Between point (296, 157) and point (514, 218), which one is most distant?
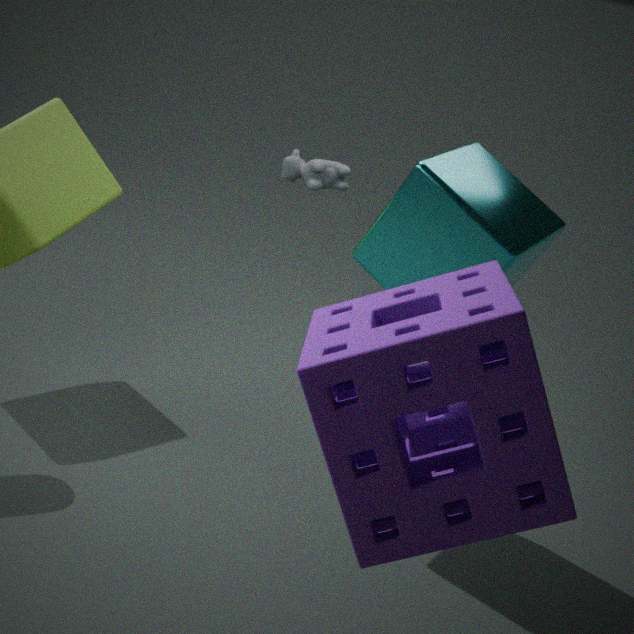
point (296, 157)
